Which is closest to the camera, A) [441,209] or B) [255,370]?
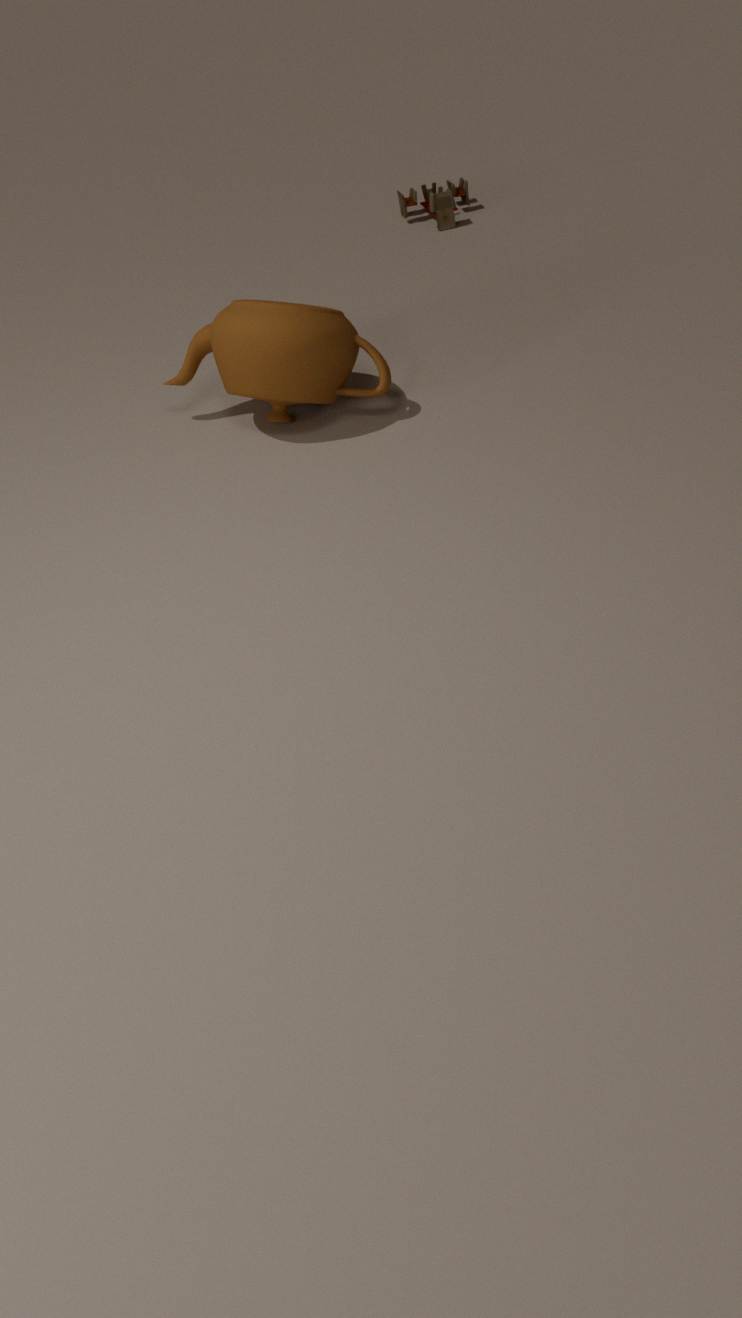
B. [255,370]
